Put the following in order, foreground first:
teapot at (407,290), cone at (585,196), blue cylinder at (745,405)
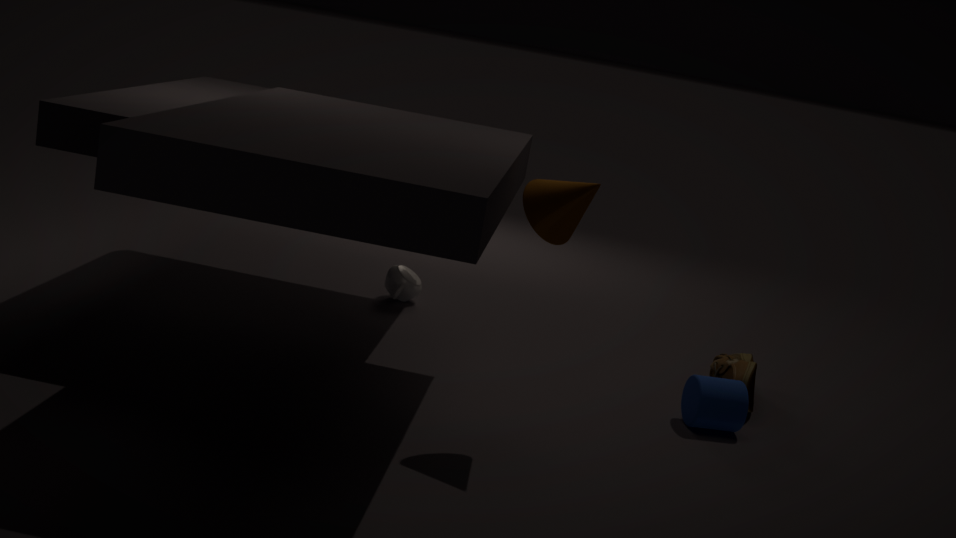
cone at (585,196) < blue cylinder at (745,405) < teapot at (407,290)
